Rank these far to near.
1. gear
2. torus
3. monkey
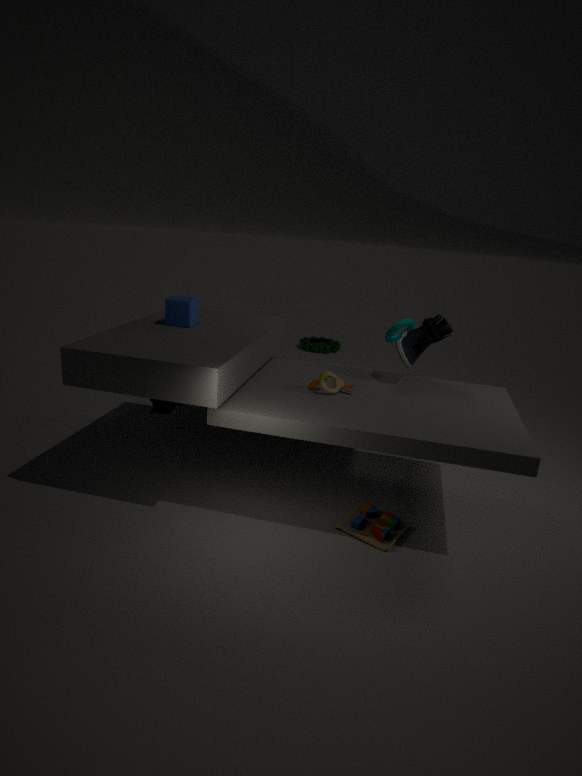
gear
torus
monkey
